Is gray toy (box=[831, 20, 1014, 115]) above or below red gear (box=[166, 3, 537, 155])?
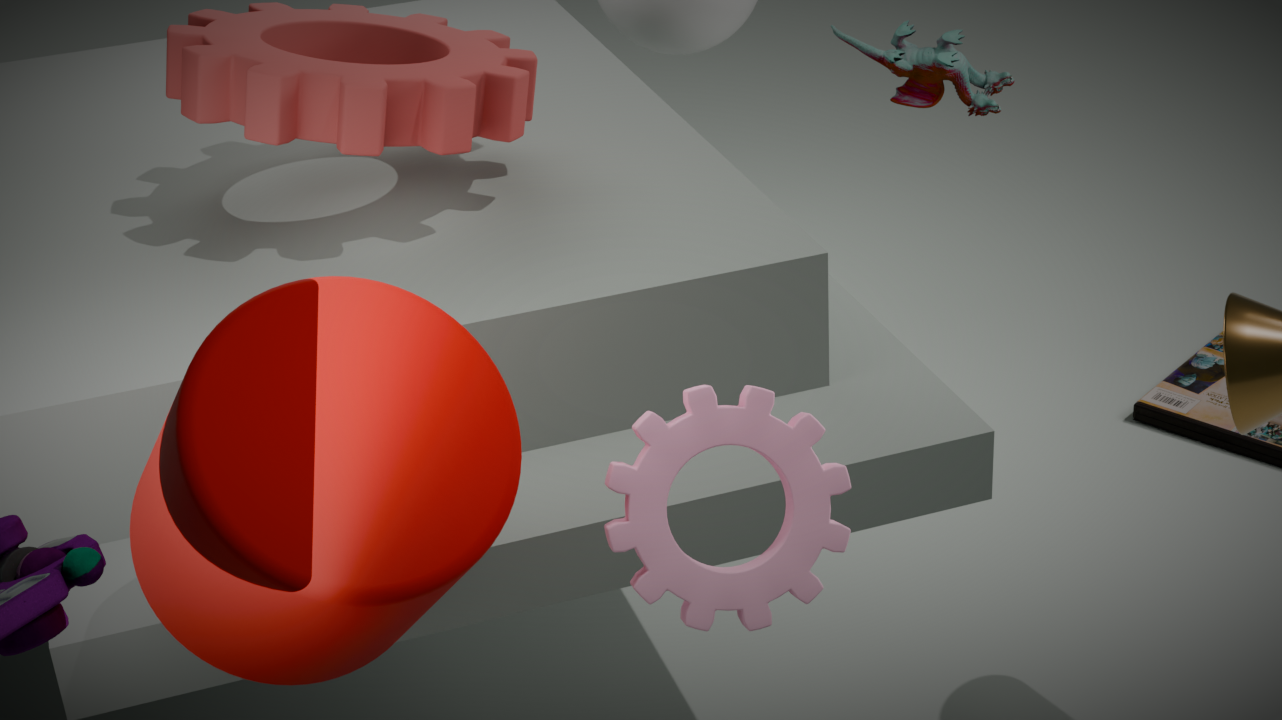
below
